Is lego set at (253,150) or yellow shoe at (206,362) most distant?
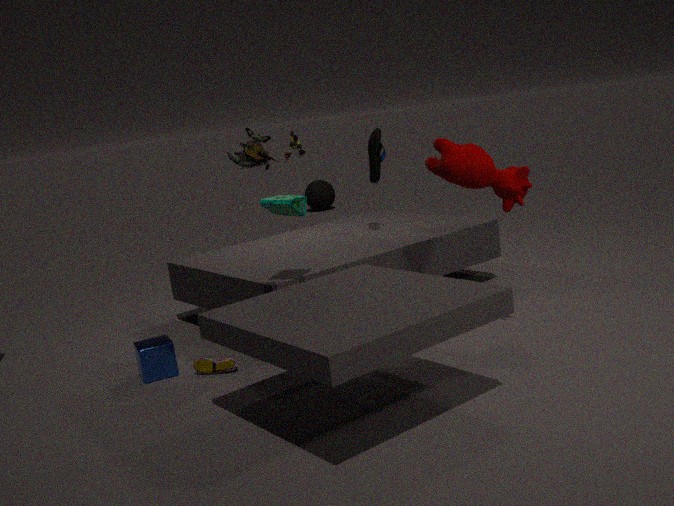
yellow shoe at (206,362)
